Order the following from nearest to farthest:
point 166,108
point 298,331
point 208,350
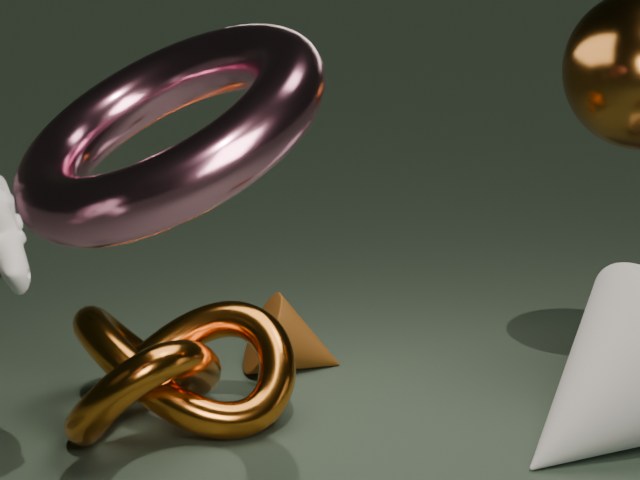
point 166,108 < point 208,350 < point 298,331
